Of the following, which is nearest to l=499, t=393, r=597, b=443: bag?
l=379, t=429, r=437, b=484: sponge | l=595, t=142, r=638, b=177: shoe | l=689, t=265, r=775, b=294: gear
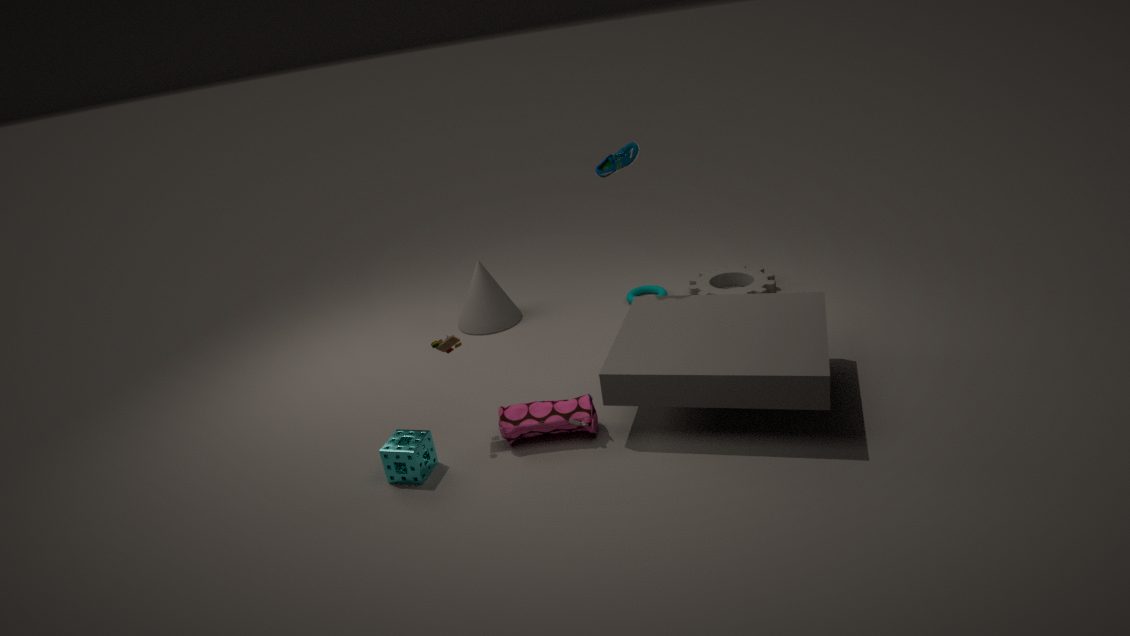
l=379, t=429, r=437, b=484: sponge
